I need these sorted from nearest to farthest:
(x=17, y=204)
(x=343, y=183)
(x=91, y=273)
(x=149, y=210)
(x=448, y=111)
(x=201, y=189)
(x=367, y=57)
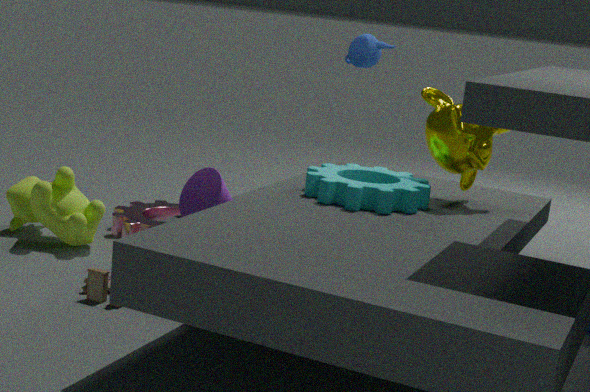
(x=91, y=273), (x=201, y=189), (x=343, y=183), (x=17, y=204), (x=448, y=111), (x=149, y=210), (x=367, y=57)
